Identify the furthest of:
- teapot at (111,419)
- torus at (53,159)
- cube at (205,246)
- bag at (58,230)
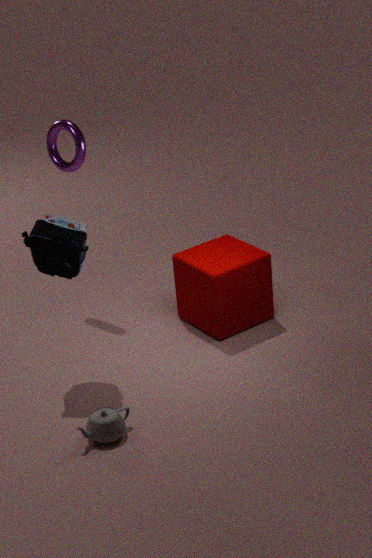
torus at (53,159)
